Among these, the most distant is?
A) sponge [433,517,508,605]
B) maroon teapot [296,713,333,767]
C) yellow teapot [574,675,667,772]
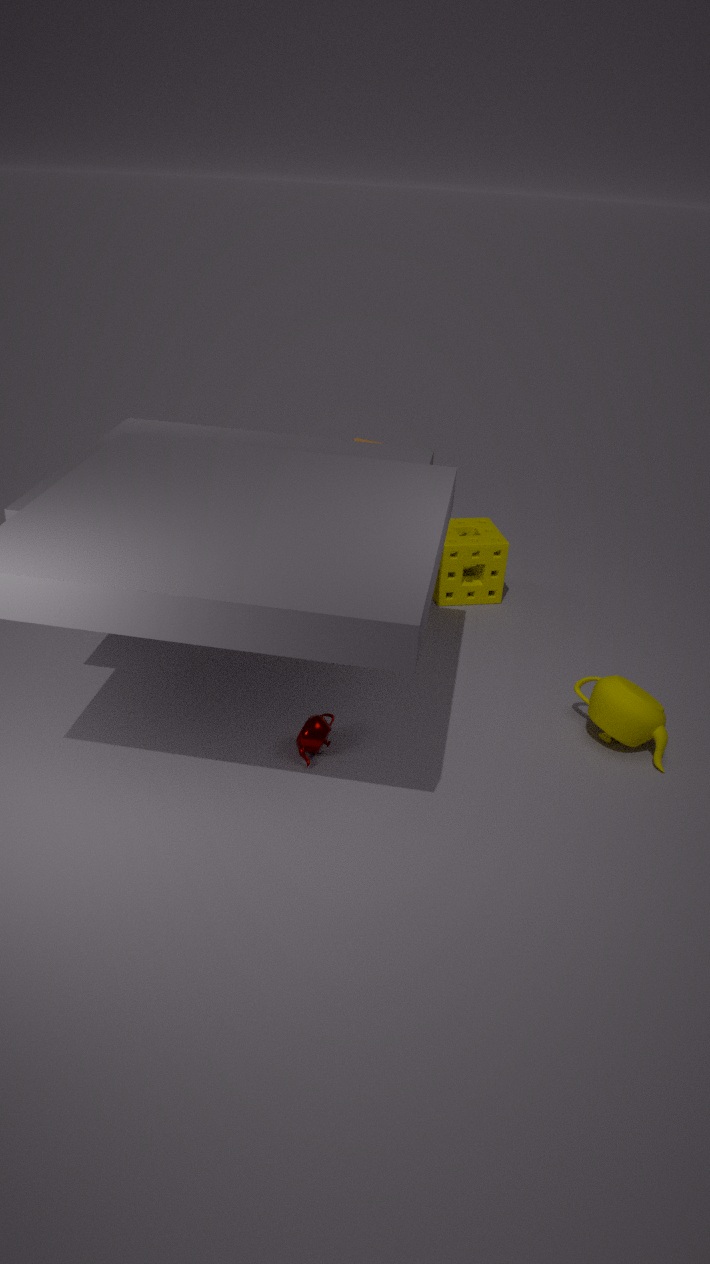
sponge [433,517,508,605]
